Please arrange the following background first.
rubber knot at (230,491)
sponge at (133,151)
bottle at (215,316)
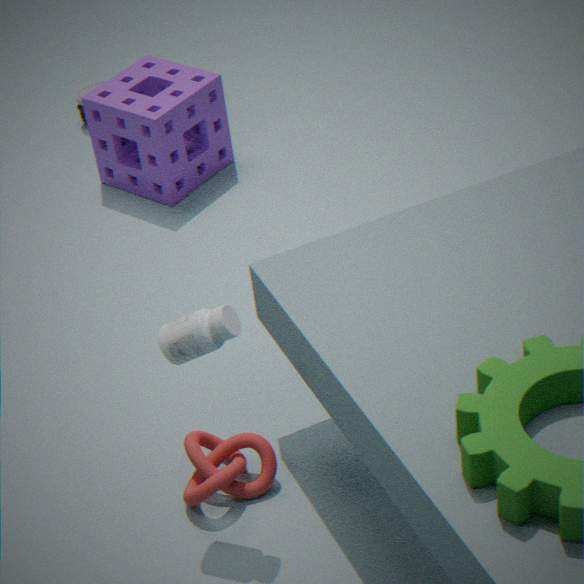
1. sponge at (133,151)
2. rubber knot at (230,491)
3. bottle at (215,316)
